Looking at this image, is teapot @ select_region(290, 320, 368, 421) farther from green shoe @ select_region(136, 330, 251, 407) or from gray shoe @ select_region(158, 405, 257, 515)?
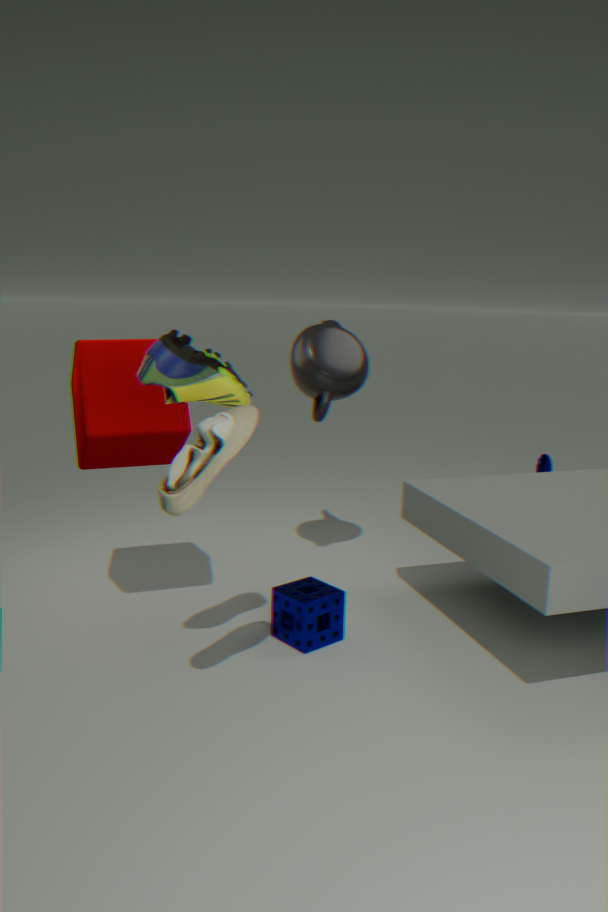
gray shoe @ select_region(158, 405, 257, 515)
